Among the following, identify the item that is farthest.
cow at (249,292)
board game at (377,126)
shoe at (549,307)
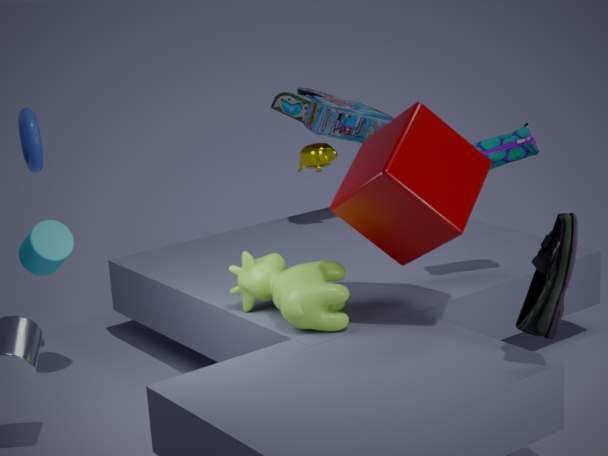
board game at (377,126)
